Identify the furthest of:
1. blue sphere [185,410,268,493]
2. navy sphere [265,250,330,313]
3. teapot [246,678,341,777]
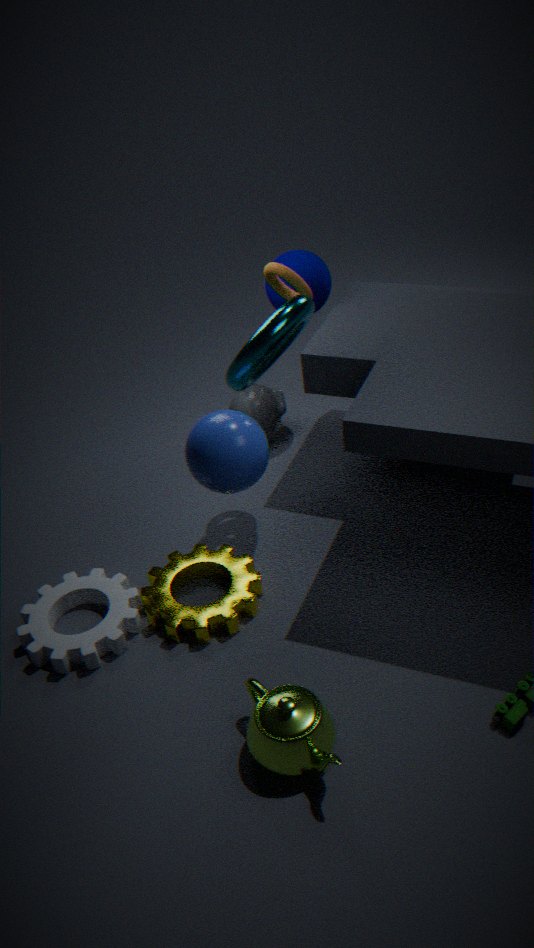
navy sphere [265,250,330,313]
